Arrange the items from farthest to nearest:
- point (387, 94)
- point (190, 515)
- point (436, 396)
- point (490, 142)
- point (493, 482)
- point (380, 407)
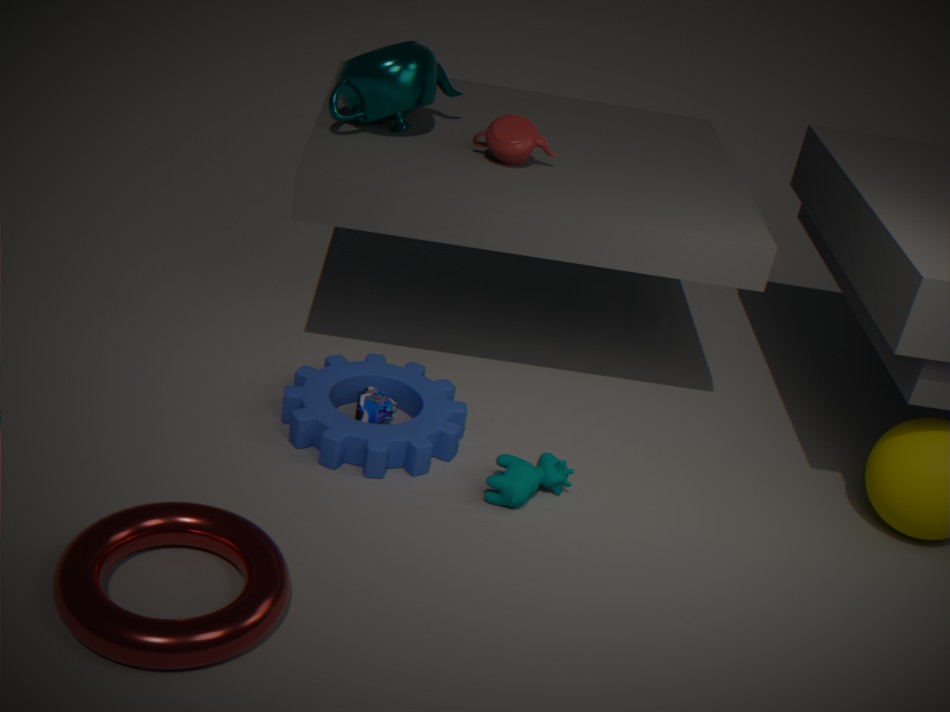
point (490, 142) < point (387, 94) < point (436, 396) < point (380, 407) < point (493, 482) < point (190, 515)
